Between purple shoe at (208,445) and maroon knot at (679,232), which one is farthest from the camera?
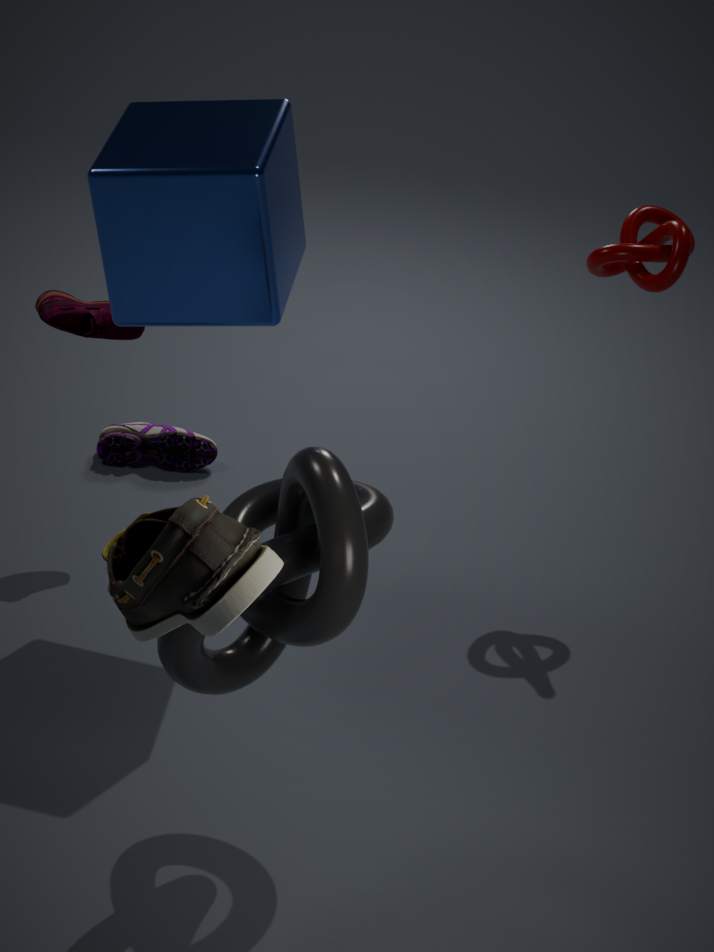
purple shoe at (208,445)
